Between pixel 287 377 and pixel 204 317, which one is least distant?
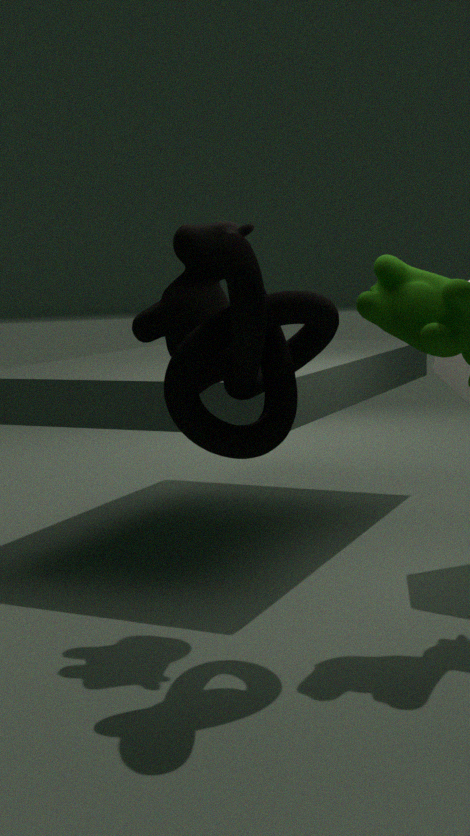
pixel 287 377
